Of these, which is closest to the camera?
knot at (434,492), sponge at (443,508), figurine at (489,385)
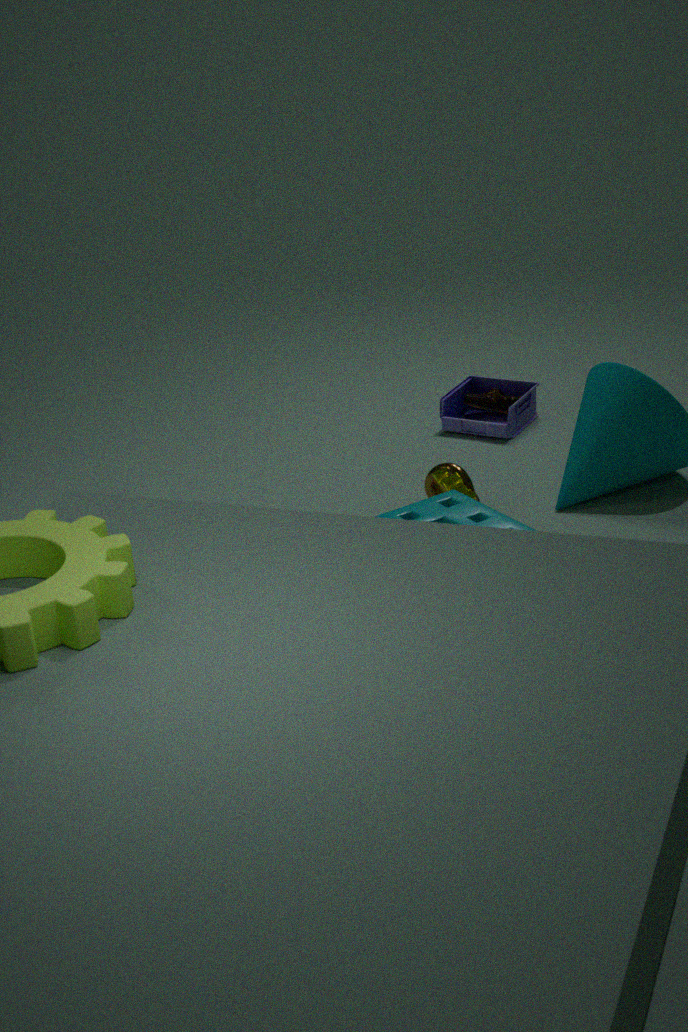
sponge at (443,508)
